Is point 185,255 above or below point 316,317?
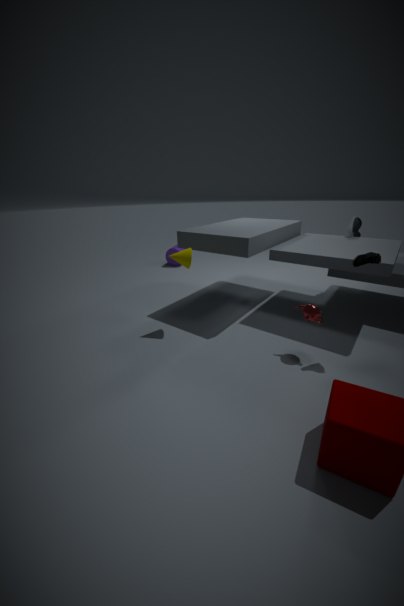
above
